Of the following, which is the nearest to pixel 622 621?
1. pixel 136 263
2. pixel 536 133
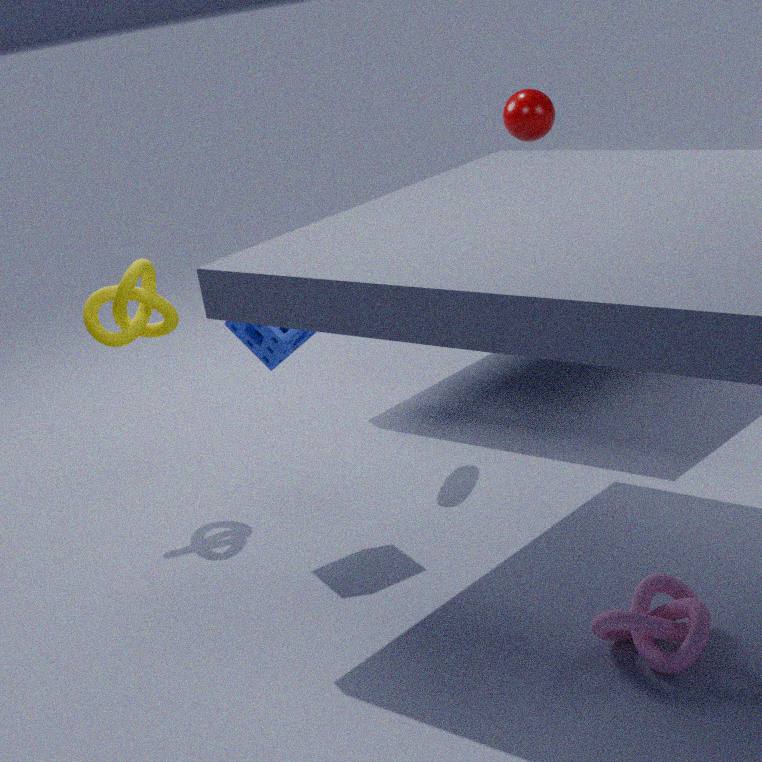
pixel 136 263
